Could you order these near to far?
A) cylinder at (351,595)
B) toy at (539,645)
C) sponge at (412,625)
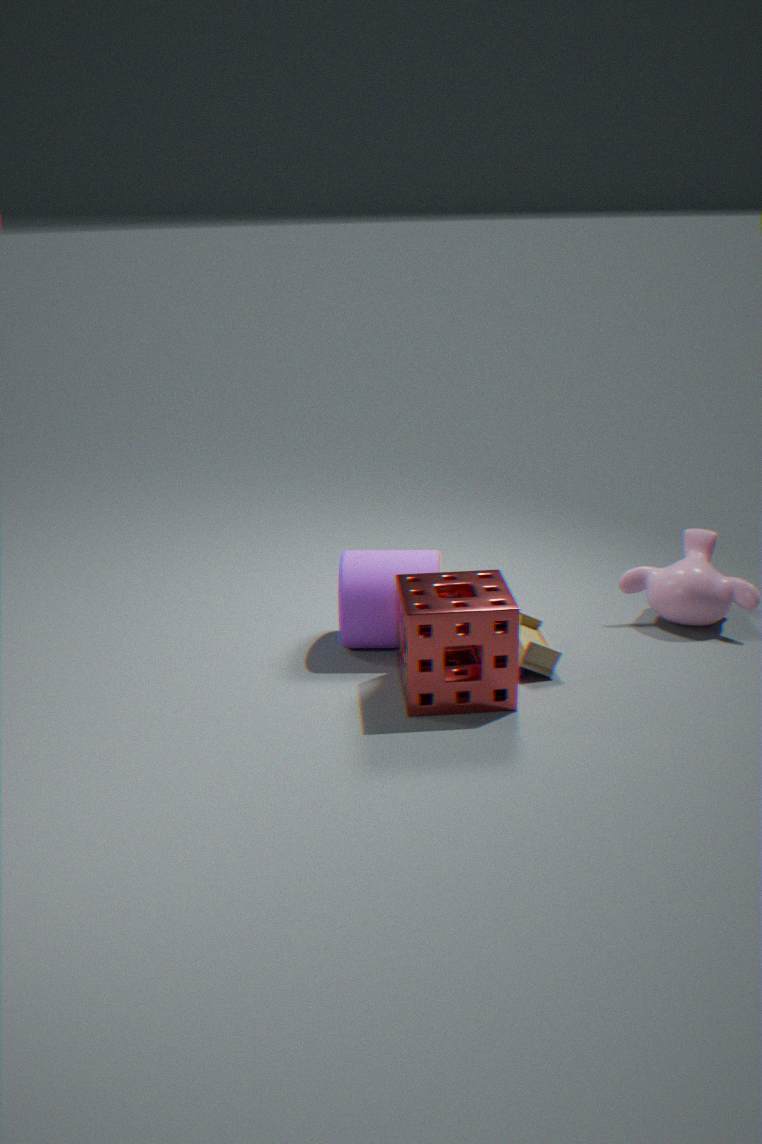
1. sponge at (412,625)
2. toy at (539,645)
3. cylinder at (351,595)
